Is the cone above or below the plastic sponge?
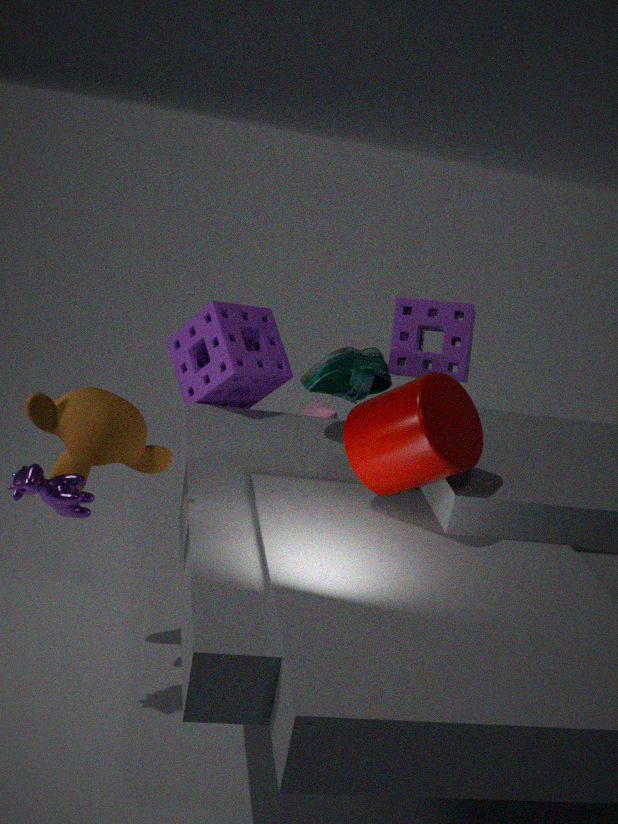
below
